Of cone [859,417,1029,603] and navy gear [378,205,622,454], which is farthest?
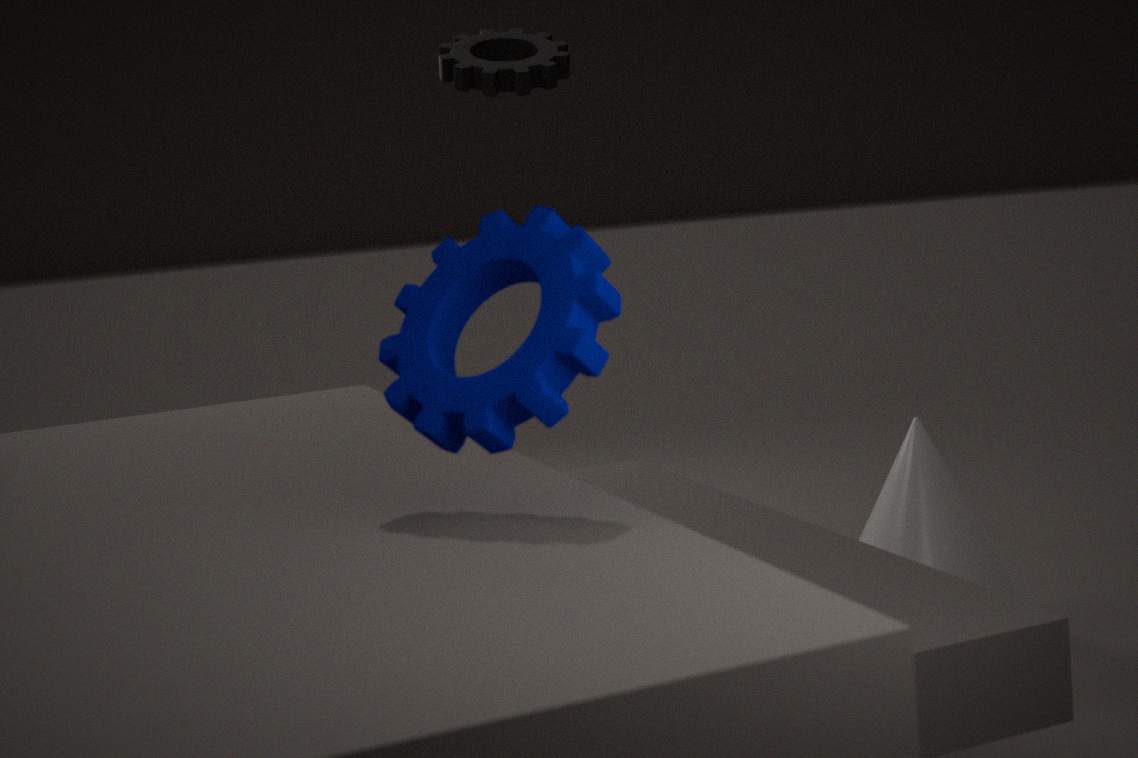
cone [859,417,1029,603]
